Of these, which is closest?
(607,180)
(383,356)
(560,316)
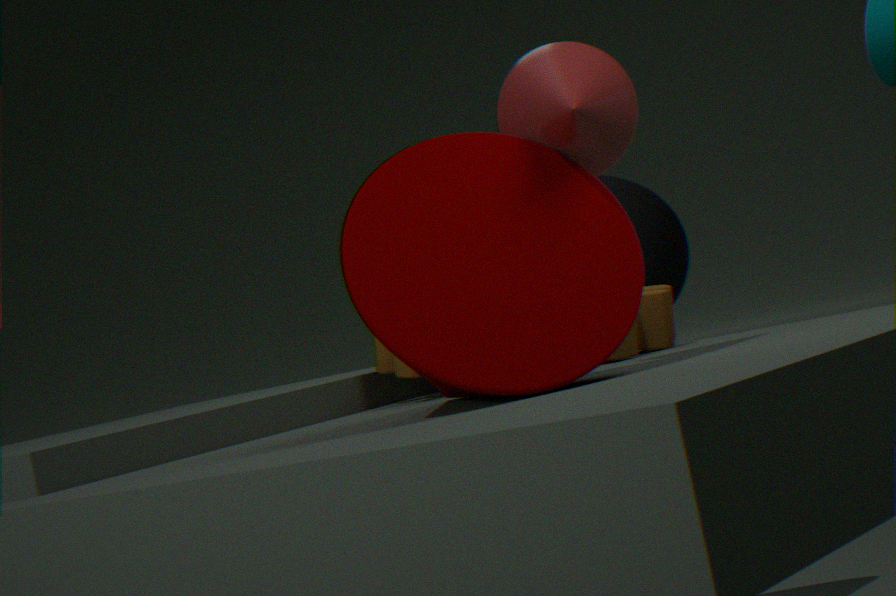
(560,316)
